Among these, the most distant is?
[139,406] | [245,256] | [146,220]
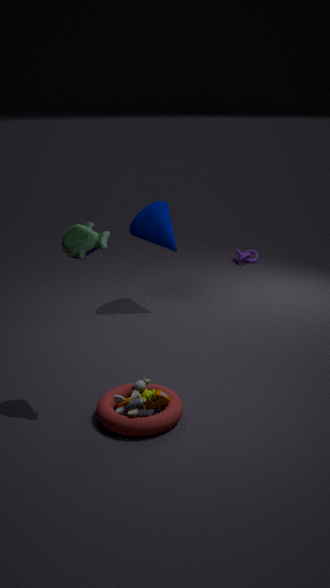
[245,256]
